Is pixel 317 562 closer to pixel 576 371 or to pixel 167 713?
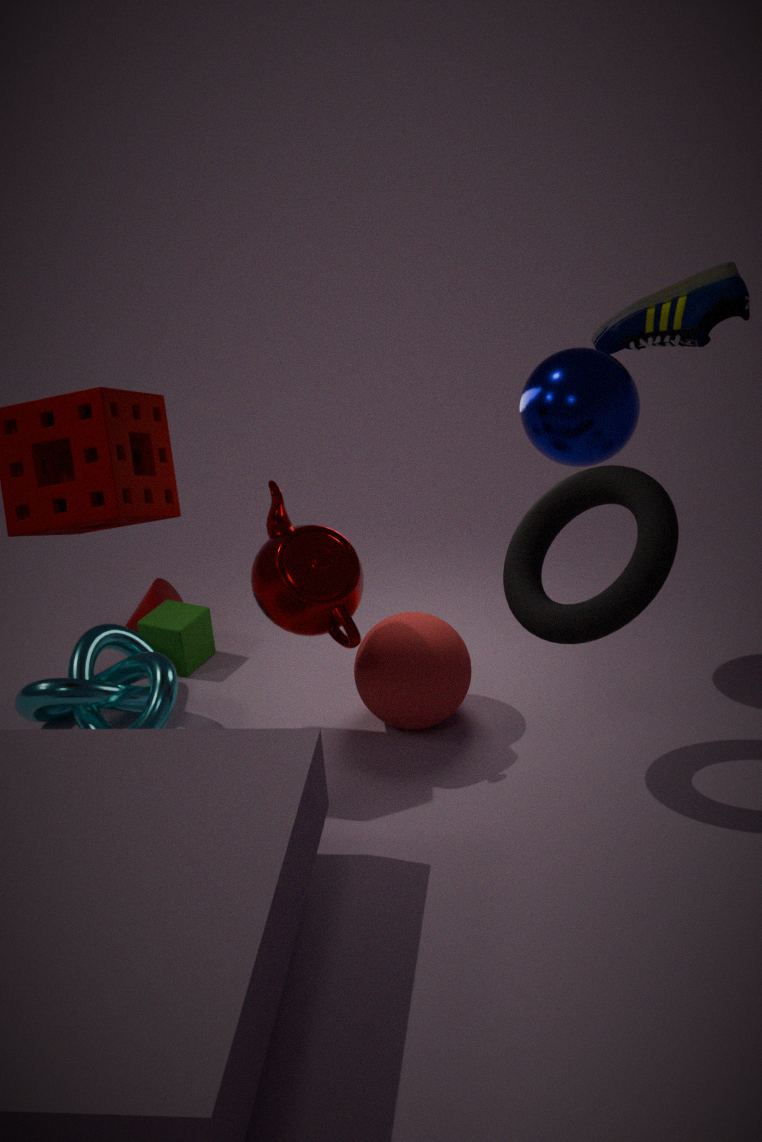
pixel 167 713
